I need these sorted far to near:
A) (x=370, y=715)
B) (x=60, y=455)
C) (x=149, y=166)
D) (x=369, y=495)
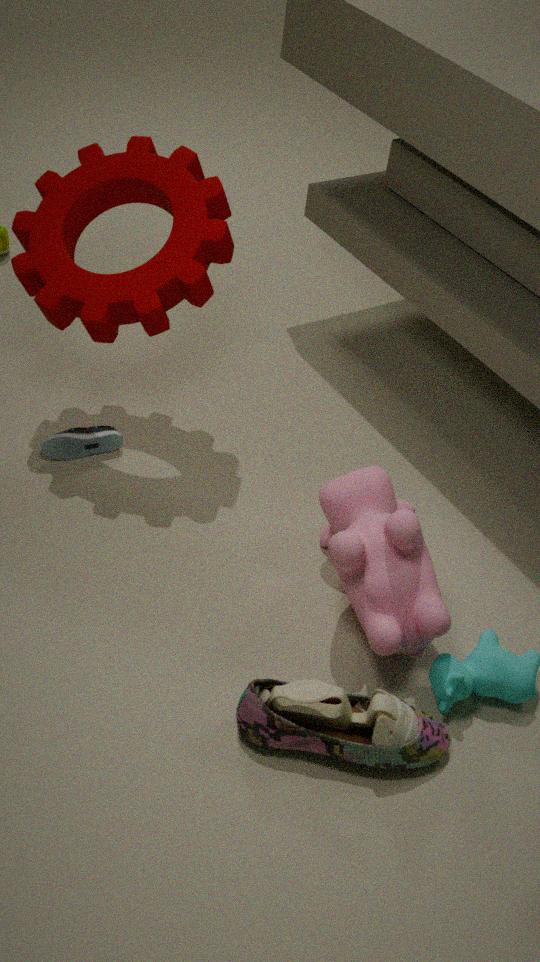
(x=60, y=455), (x=149, y=166), (x=369, y=495), (x=370, y=715)
